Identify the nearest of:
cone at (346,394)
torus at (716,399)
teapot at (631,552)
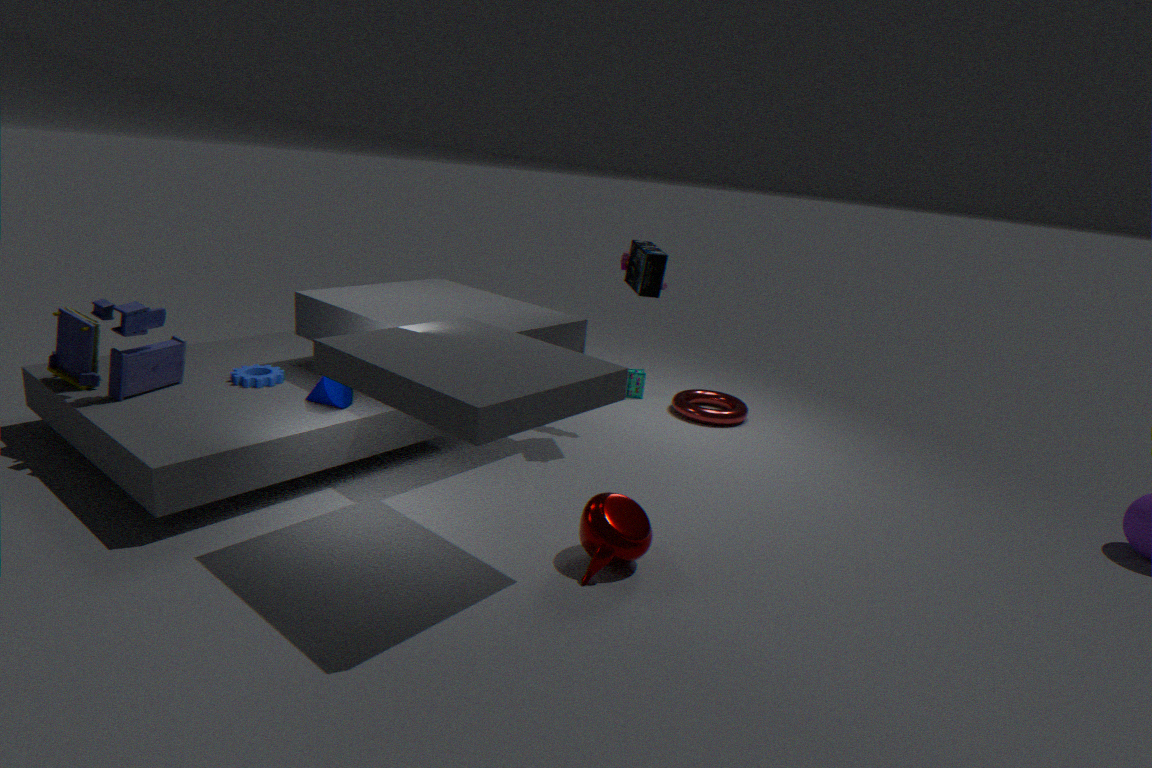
teapot at (631,552)
